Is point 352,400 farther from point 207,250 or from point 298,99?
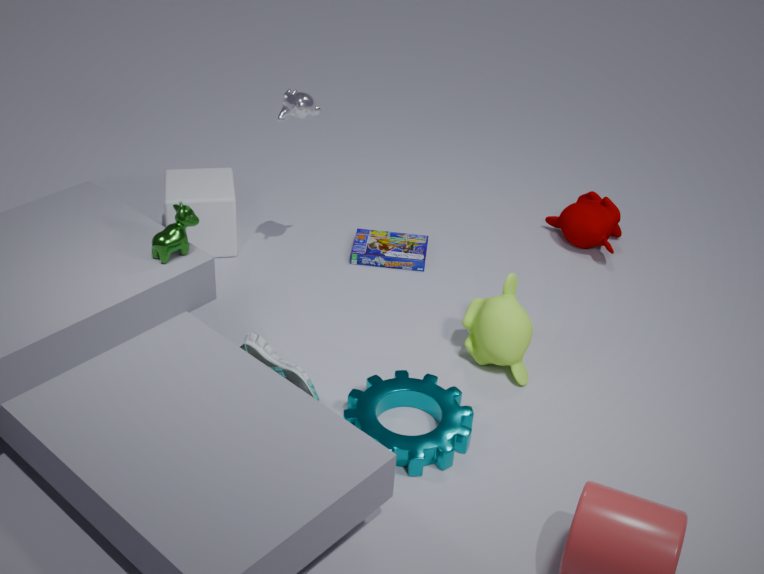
point 207,250
